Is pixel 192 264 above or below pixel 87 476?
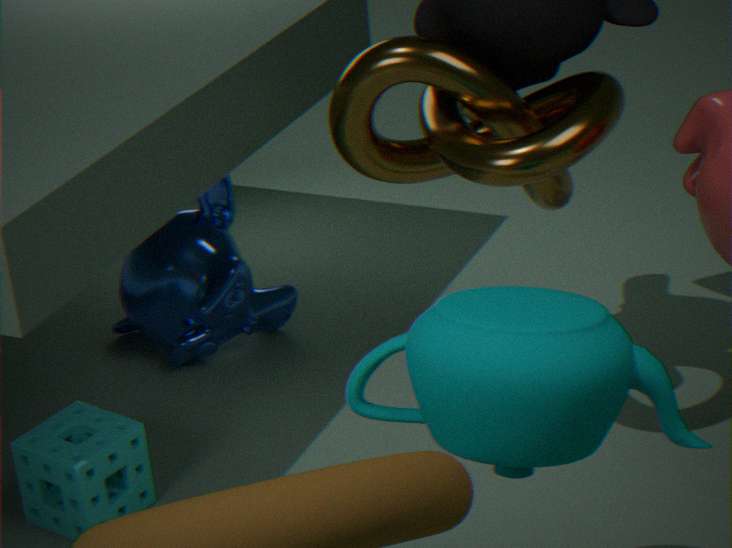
above
